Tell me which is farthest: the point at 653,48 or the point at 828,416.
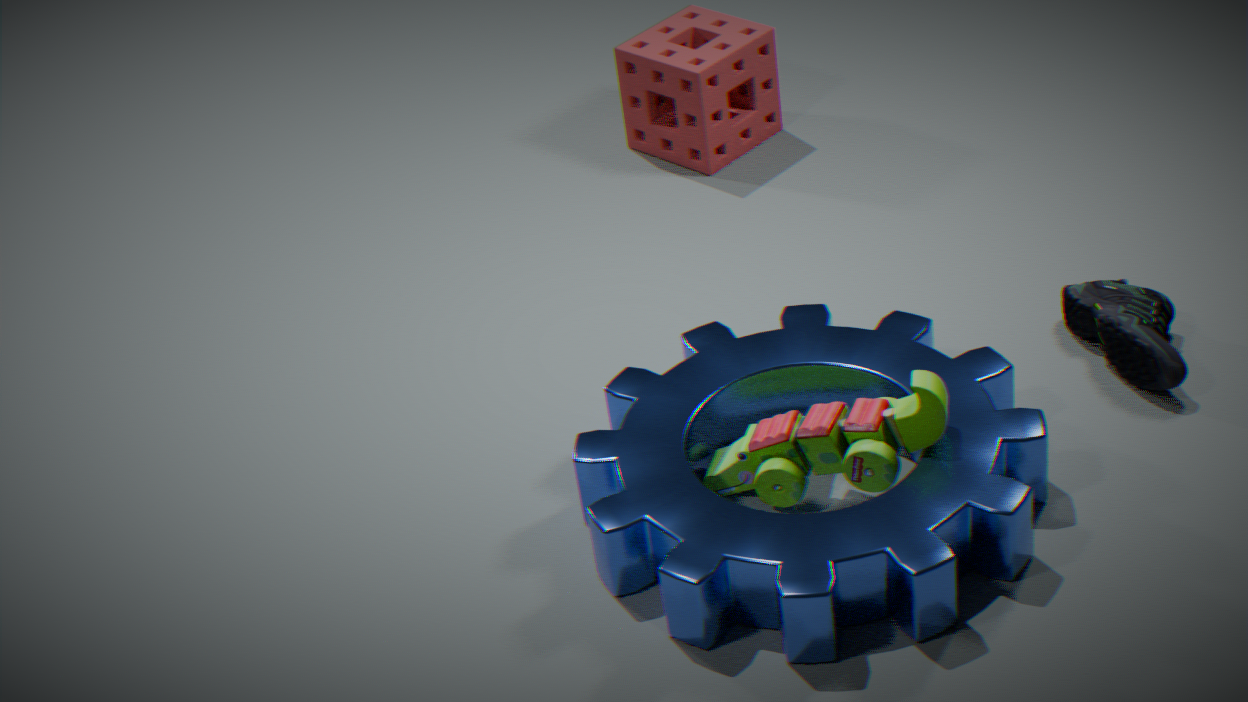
the point at 653,48
